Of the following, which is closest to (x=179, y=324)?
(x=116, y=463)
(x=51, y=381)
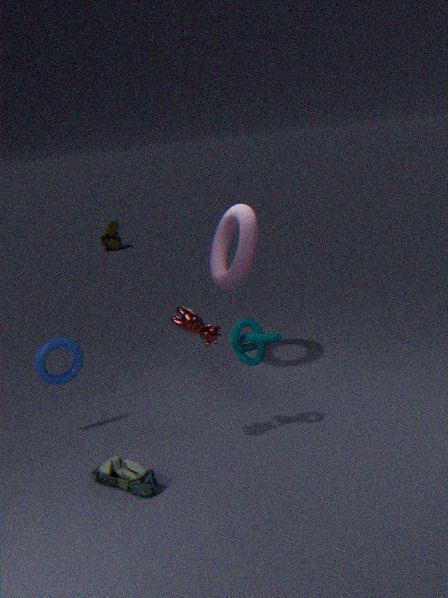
(x=116, y=463)
